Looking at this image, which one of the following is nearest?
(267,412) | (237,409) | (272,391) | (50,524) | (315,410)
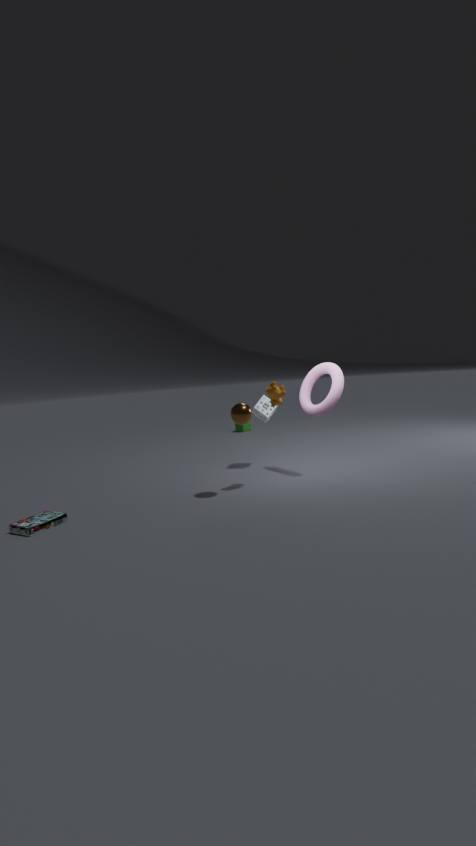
(50,524)
